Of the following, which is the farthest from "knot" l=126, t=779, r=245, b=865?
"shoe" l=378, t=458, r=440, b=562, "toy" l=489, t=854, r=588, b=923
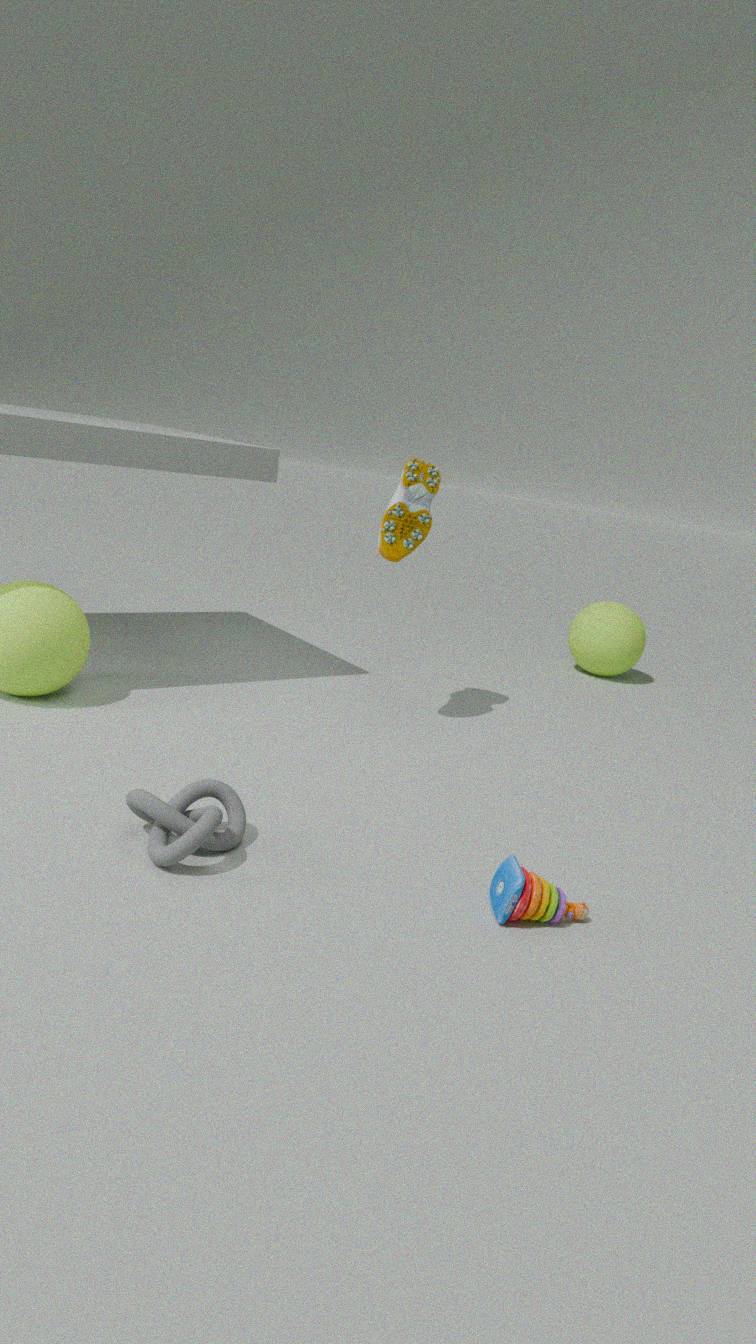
"shoe" l=378, t=458, r=440, b=562
